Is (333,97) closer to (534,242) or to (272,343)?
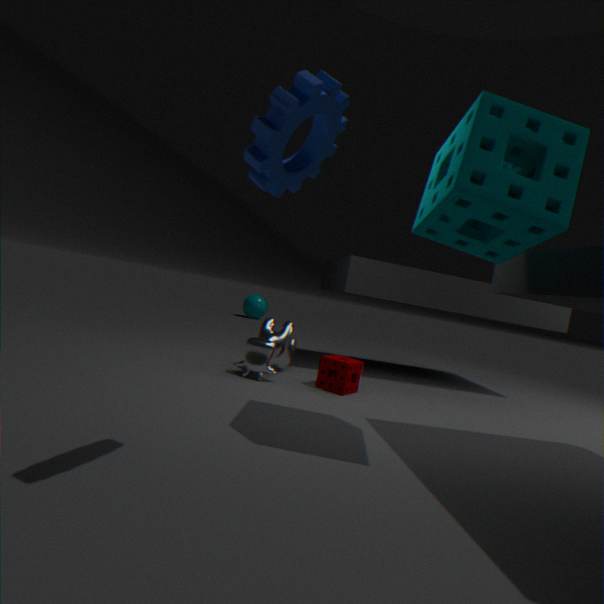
(534,242)
